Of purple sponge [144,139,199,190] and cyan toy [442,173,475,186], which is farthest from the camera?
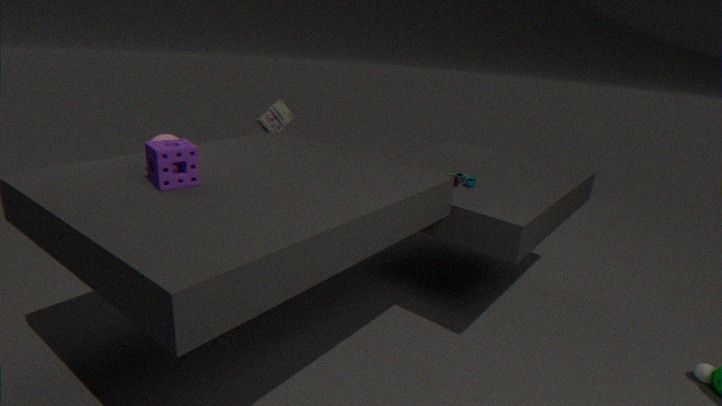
cyan toy [442,173,475,186]
